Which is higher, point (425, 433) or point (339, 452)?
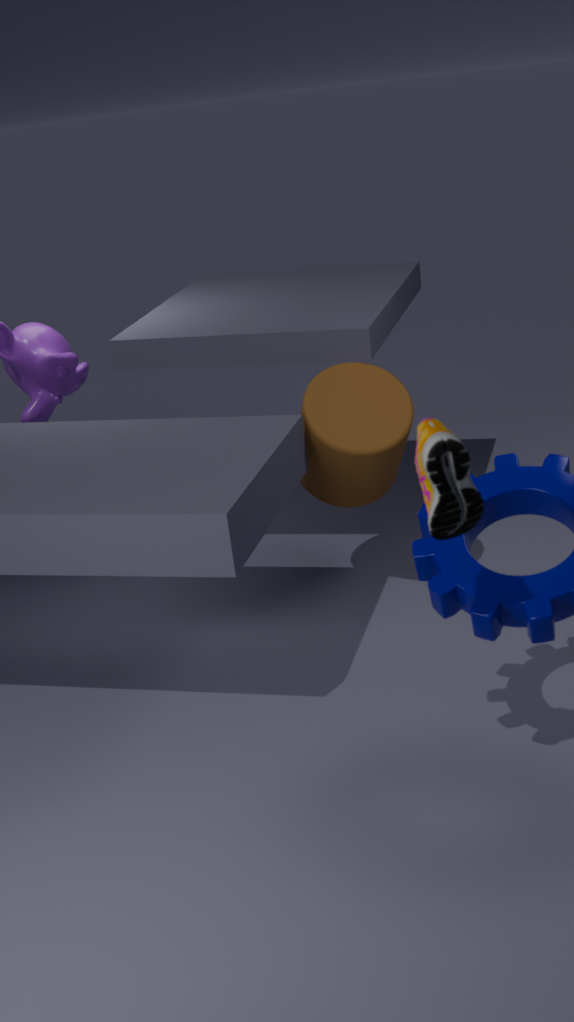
point (425, 433)
